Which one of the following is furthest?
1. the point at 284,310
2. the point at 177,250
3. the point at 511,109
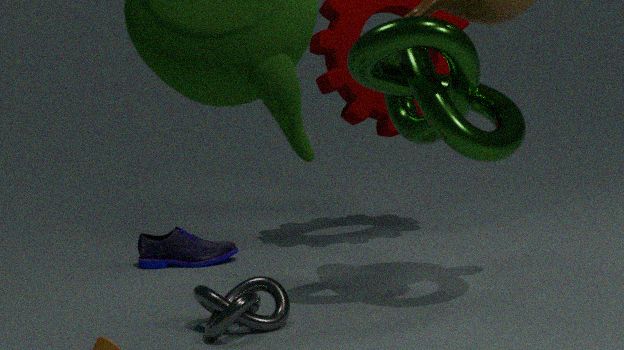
the point at 177,250
